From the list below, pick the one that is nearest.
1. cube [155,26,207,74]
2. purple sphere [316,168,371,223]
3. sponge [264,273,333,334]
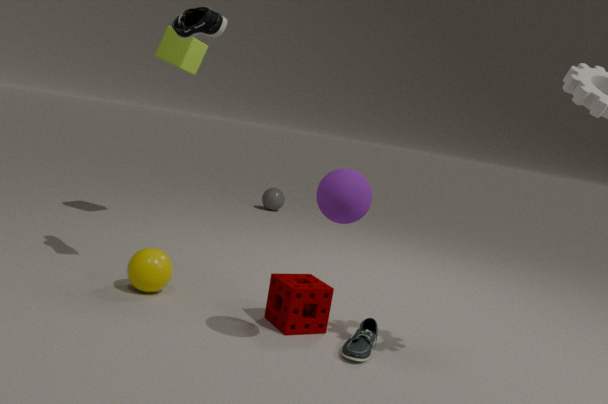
purple sphere [316,168,371,223]
